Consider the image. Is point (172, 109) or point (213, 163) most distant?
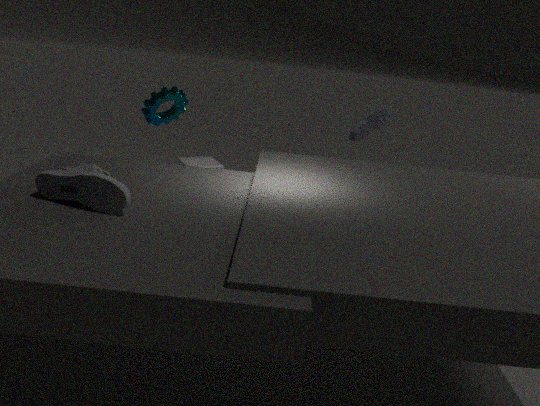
point (213, 163)
